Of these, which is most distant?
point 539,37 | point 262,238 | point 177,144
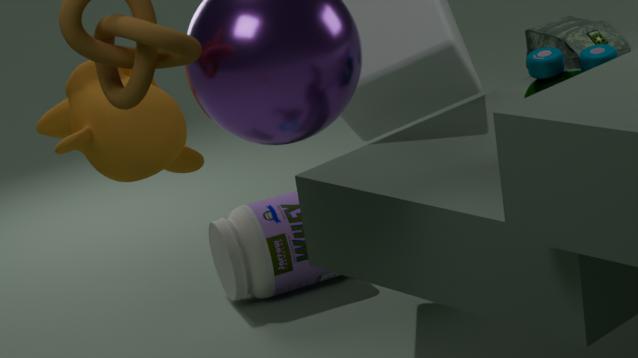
point 262,238
